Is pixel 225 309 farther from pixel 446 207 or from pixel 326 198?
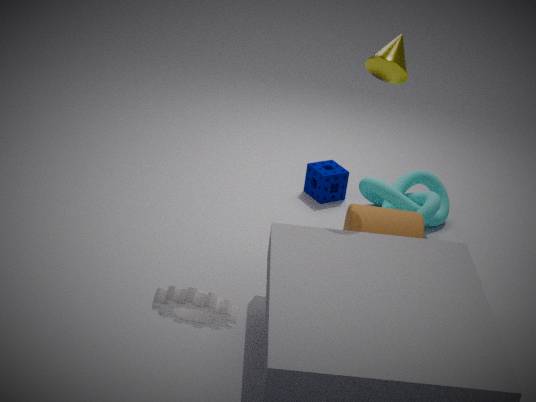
pixel 326 198
